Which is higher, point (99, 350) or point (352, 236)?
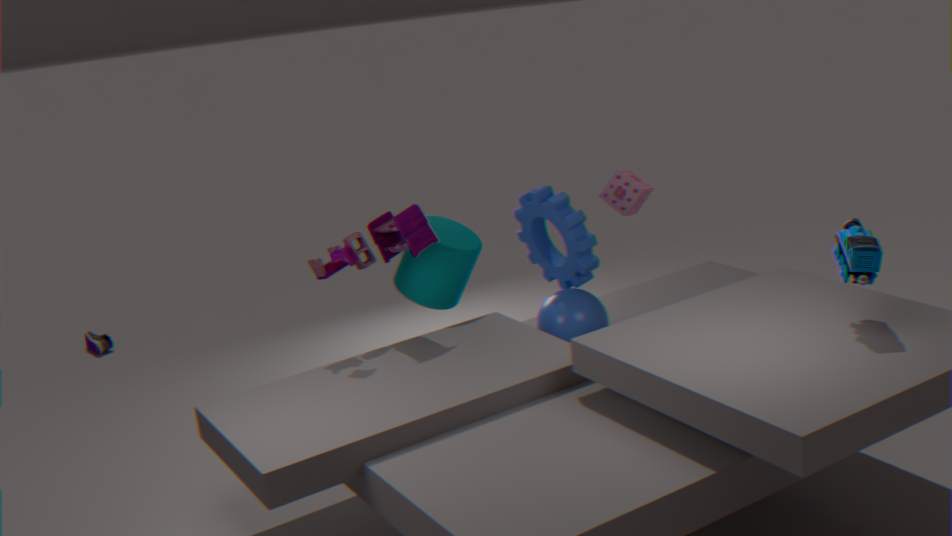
point (352, 236)
